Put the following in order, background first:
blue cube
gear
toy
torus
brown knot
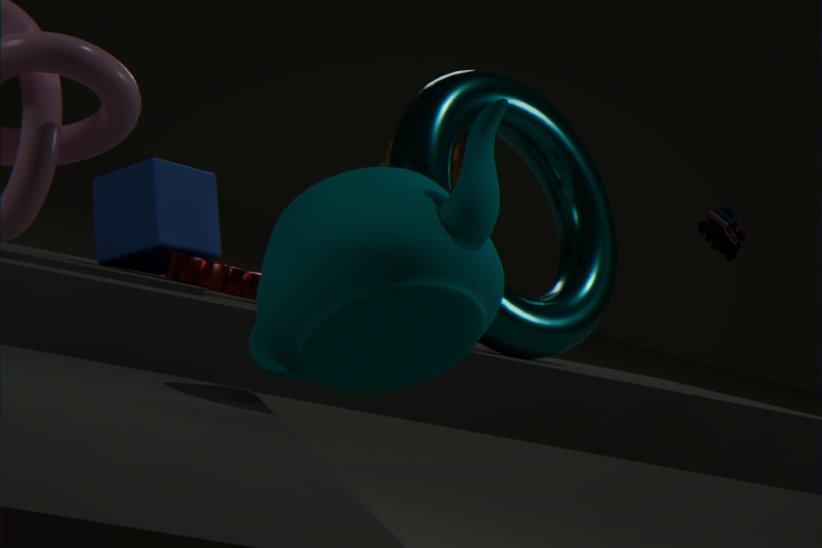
blue cube, gear, brown knot, torus, toy
